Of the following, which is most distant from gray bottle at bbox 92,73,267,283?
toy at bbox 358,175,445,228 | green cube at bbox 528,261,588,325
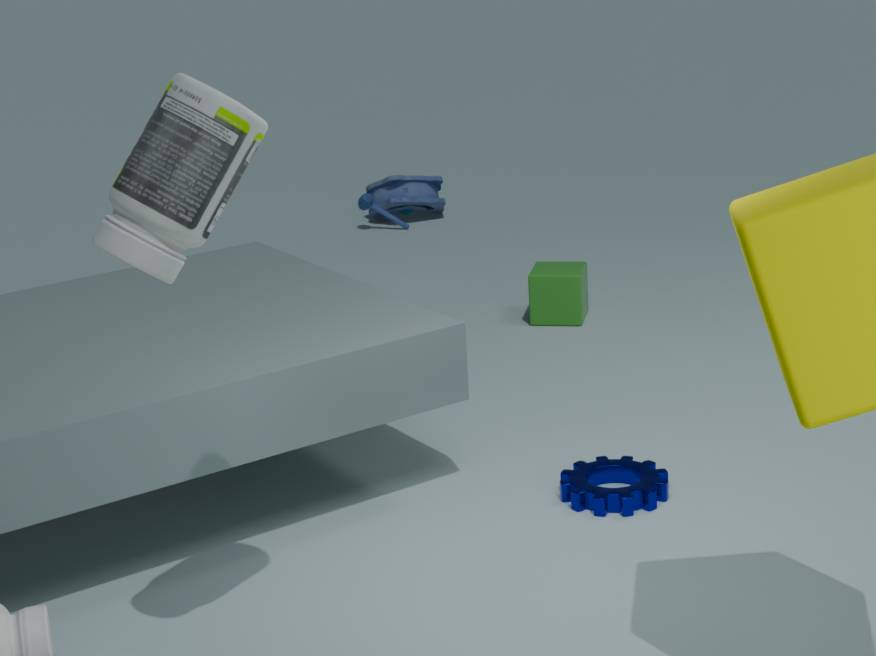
toy at bbox 358,175,445,228
